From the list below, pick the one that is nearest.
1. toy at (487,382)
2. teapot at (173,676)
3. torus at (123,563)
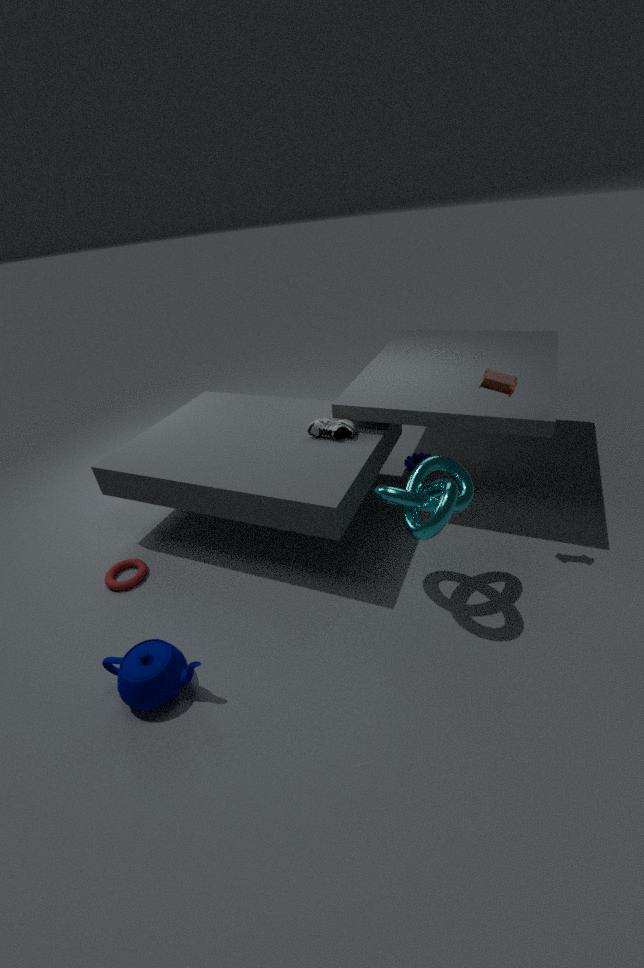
teapot at (173,676)
